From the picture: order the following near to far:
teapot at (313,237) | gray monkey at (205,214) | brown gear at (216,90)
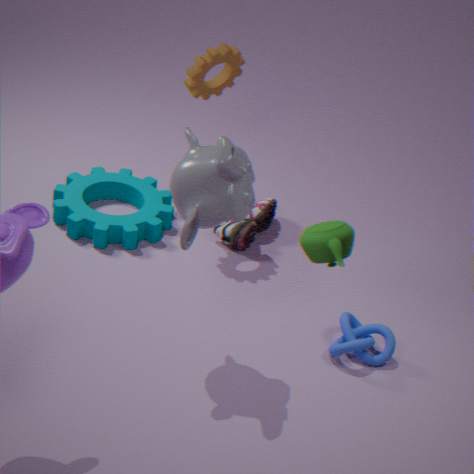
teapot at (313,237) < gray monkey at (205,214) < brown gear at (216,90)
